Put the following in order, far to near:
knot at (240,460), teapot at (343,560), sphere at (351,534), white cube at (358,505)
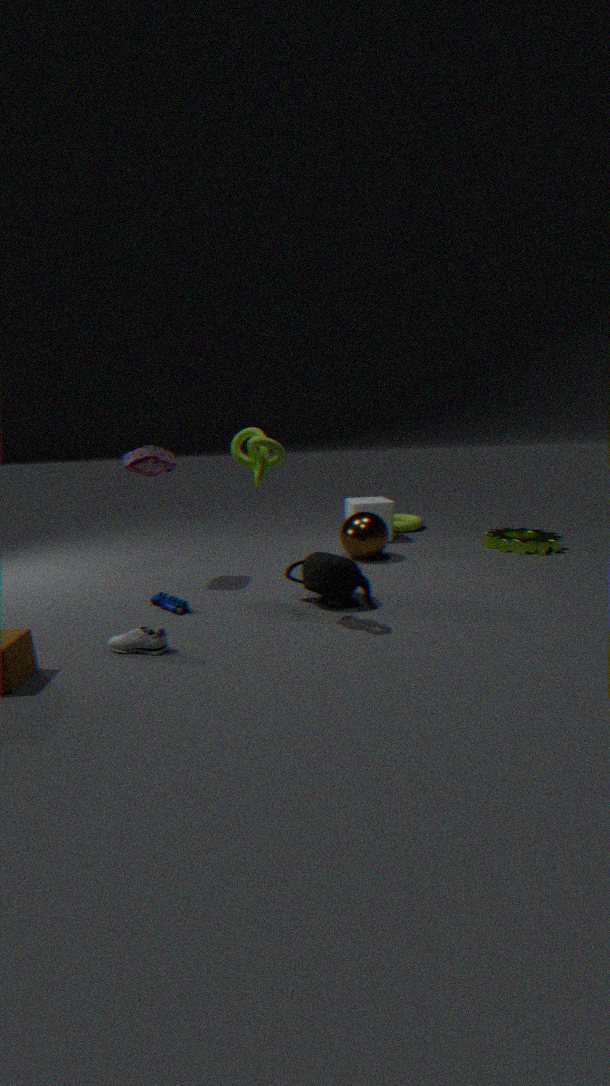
1. white cube at (358,505)
2. sphere at (351,534)
3. teapot at (343,560)
4. knot at (240,460)
